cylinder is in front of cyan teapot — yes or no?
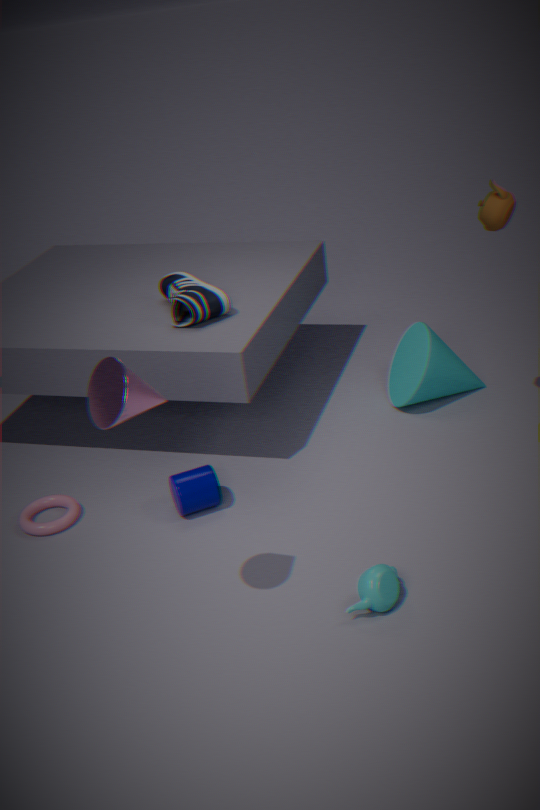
No
